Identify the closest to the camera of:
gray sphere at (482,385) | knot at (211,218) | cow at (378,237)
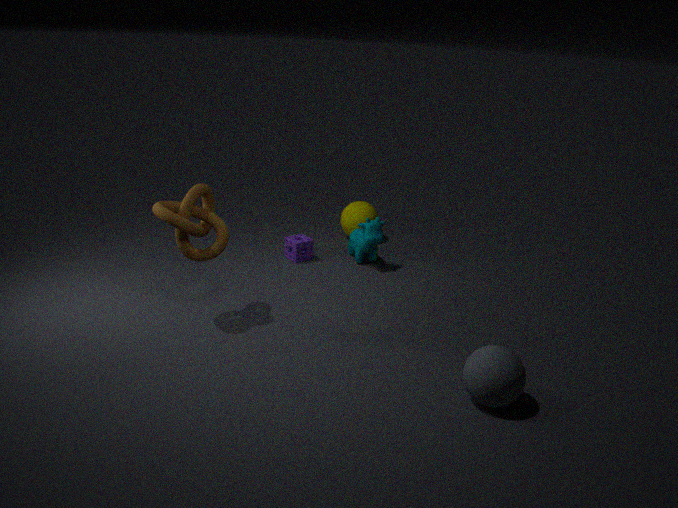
gray sphere at (482,385)
